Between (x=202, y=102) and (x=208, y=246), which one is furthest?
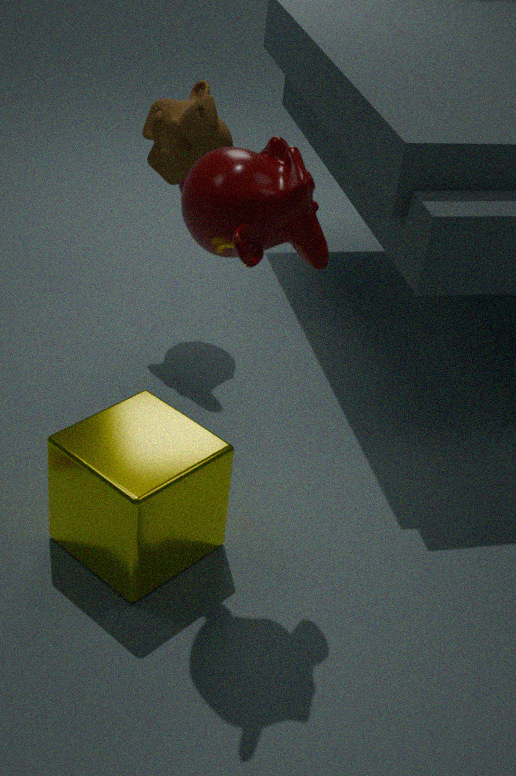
(x=202, y=102)
